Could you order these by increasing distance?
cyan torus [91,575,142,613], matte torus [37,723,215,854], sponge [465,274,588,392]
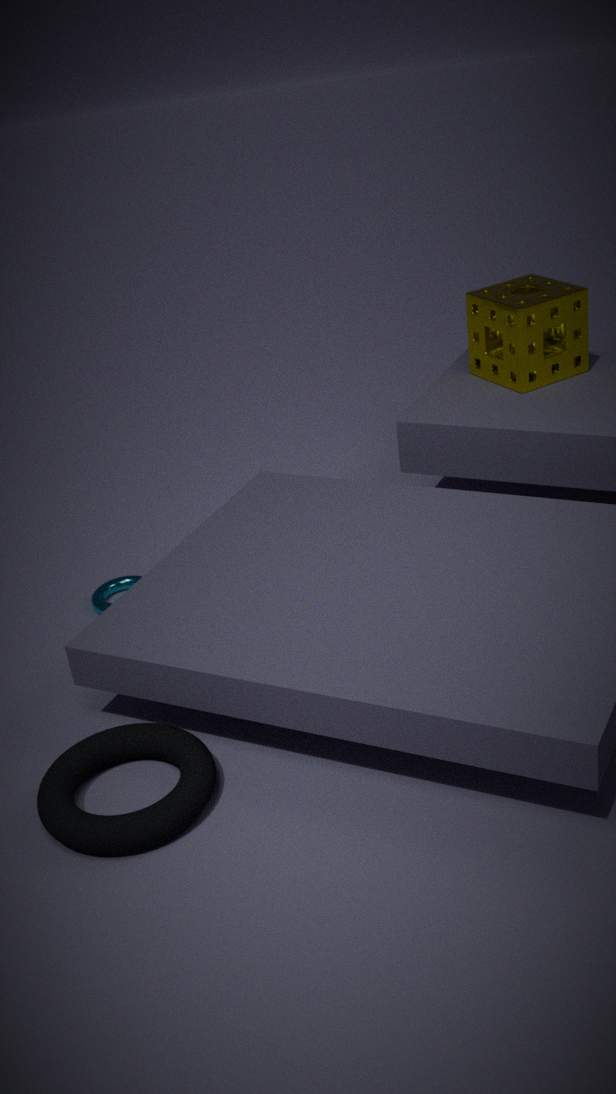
1. matte torus [37,723,215,854]
2. cyan torus [91,575,142,613]
3. sponge [465,274,588,392]
